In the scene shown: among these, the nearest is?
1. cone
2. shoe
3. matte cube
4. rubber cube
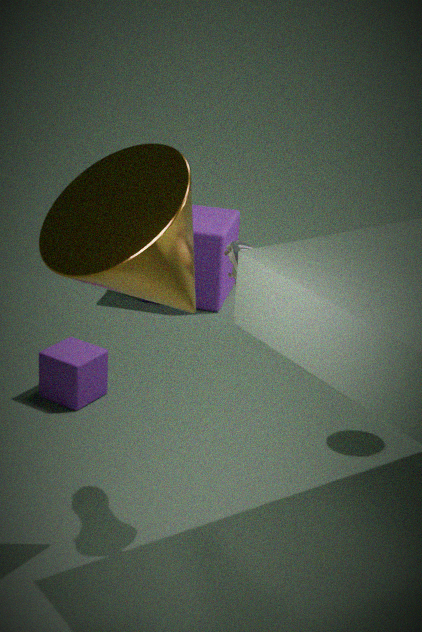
cone
